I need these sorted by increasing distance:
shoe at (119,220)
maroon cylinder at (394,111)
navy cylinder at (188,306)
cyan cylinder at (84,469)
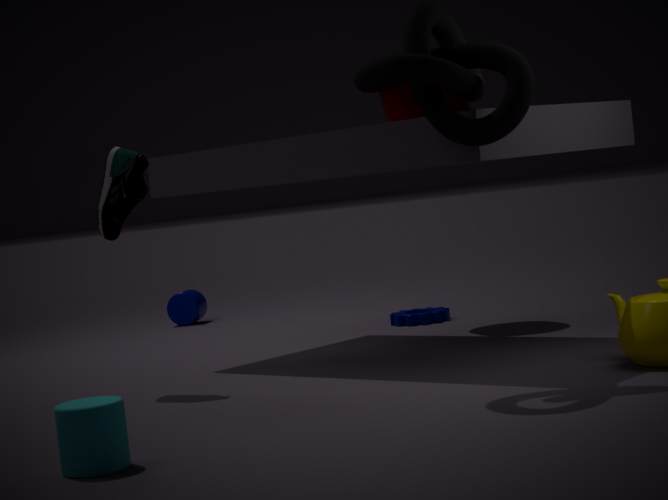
cyan cylinder at (84,469) → shoe at (119,220) → maroon cylinder at (394,111) → navy cylinder at (188,306)
